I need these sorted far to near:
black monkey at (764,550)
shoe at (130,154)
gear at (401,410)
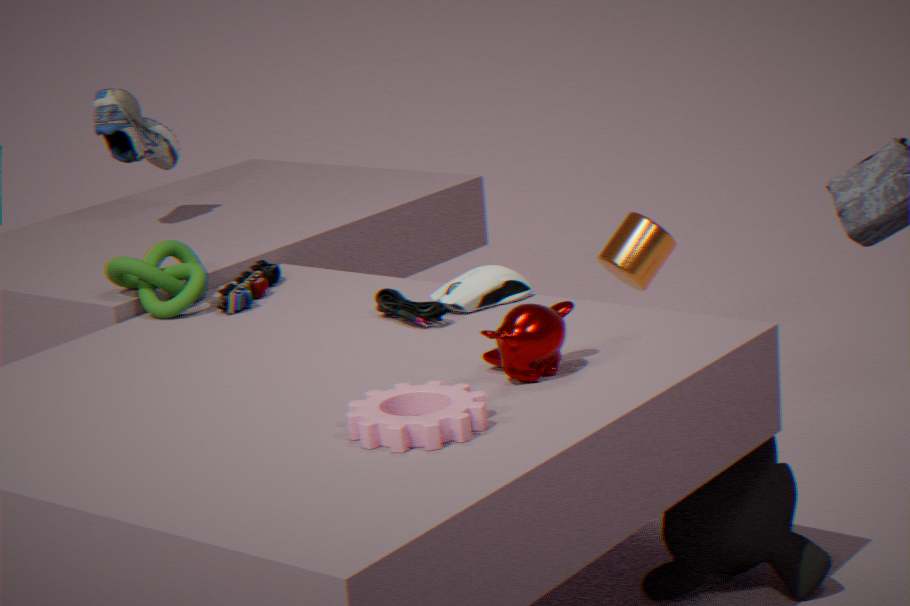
shoe at (130,154) → black monkey at (764,550) → gear at (401,410)
